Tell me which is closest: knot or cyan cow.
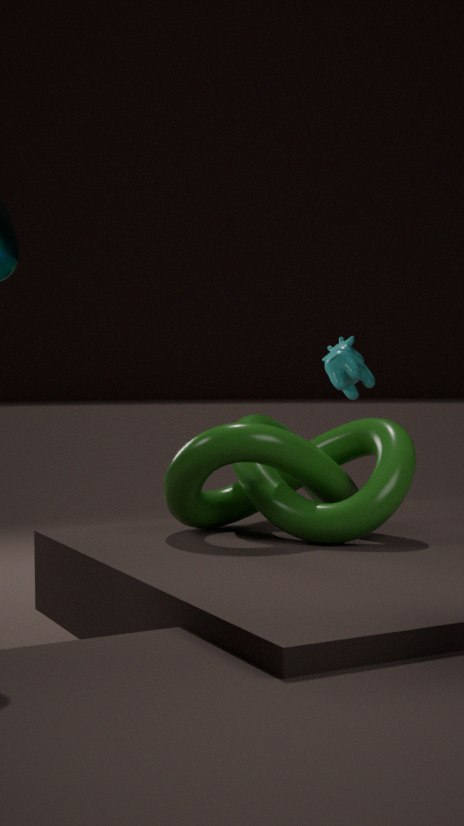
knot
